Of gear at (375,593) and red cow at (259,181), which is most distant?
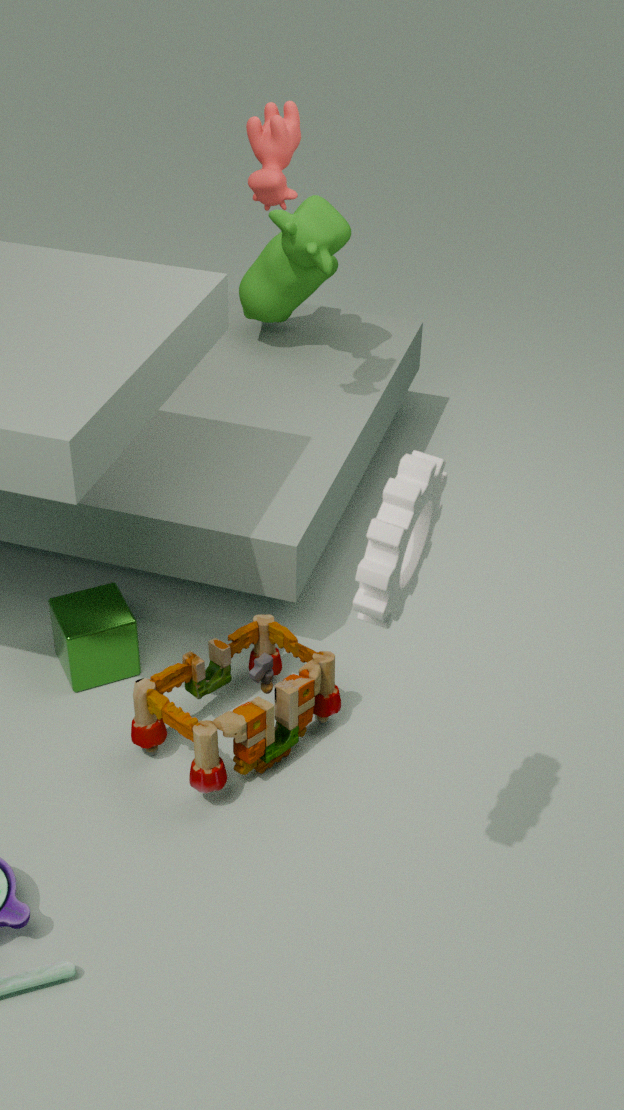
red cow at (259,181)
